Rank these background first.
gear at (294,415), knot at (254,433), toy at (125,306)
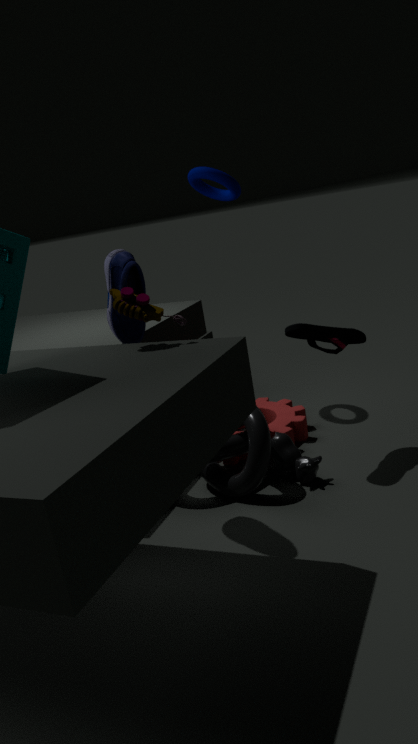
gear at (294,415) < knot at (254,433) < toy at (125,306)
